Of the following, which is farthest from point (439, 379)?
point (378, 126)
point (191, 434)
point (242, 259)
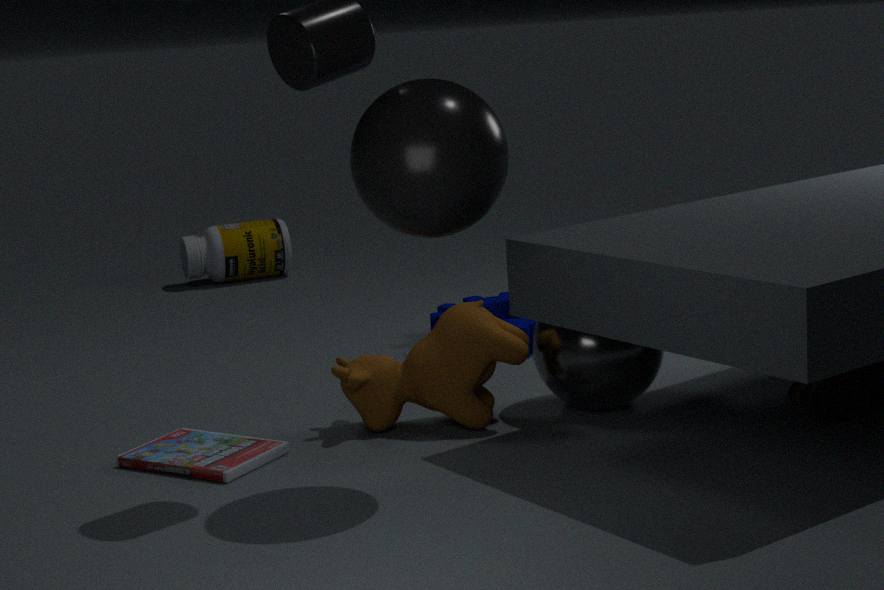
point (242, 259)
